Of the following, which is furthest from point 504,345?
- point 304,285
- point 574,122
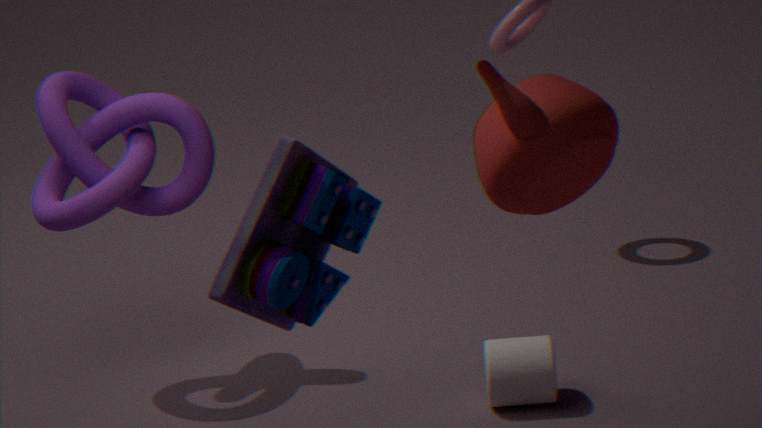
point 304,285
